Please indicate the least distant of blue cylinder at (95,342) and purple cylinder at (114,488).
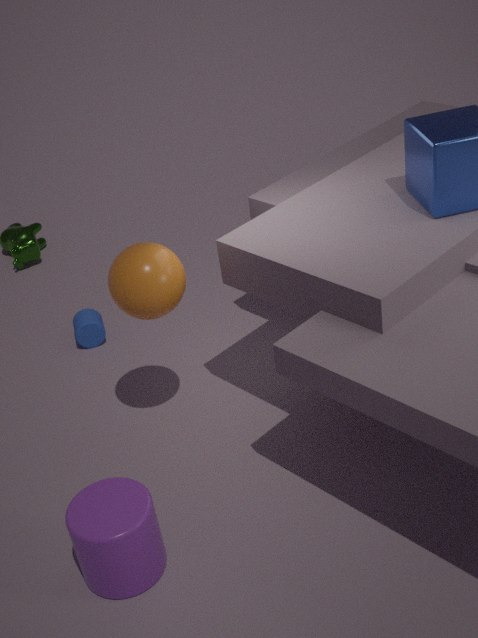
purple cylinder at (114,488)
